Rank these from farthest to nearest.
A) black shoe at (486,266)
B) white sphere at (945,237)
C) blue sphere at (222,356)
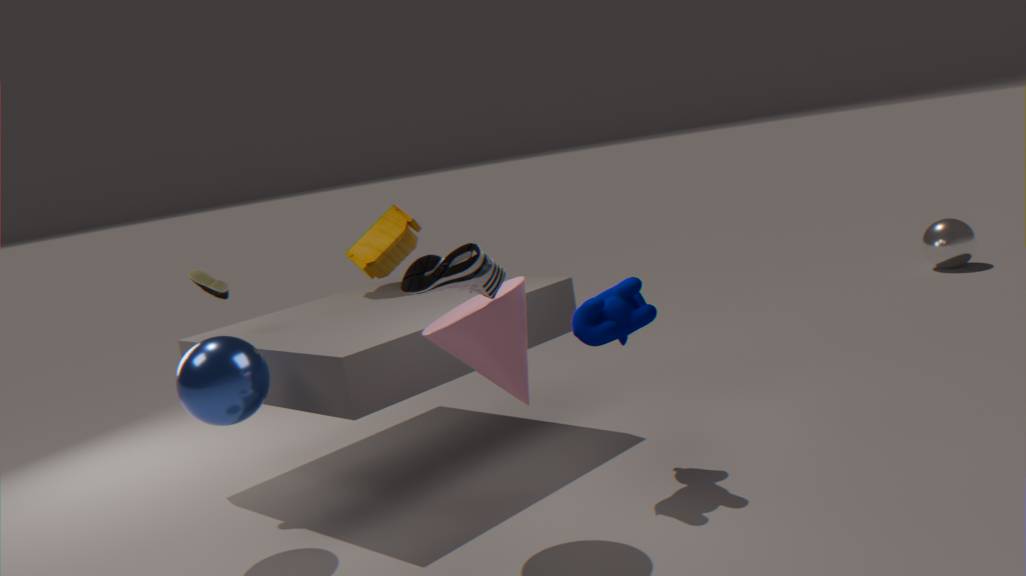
white sphere at (945,237) < blue sphere at (222,356) < black shoe at (486,266)
